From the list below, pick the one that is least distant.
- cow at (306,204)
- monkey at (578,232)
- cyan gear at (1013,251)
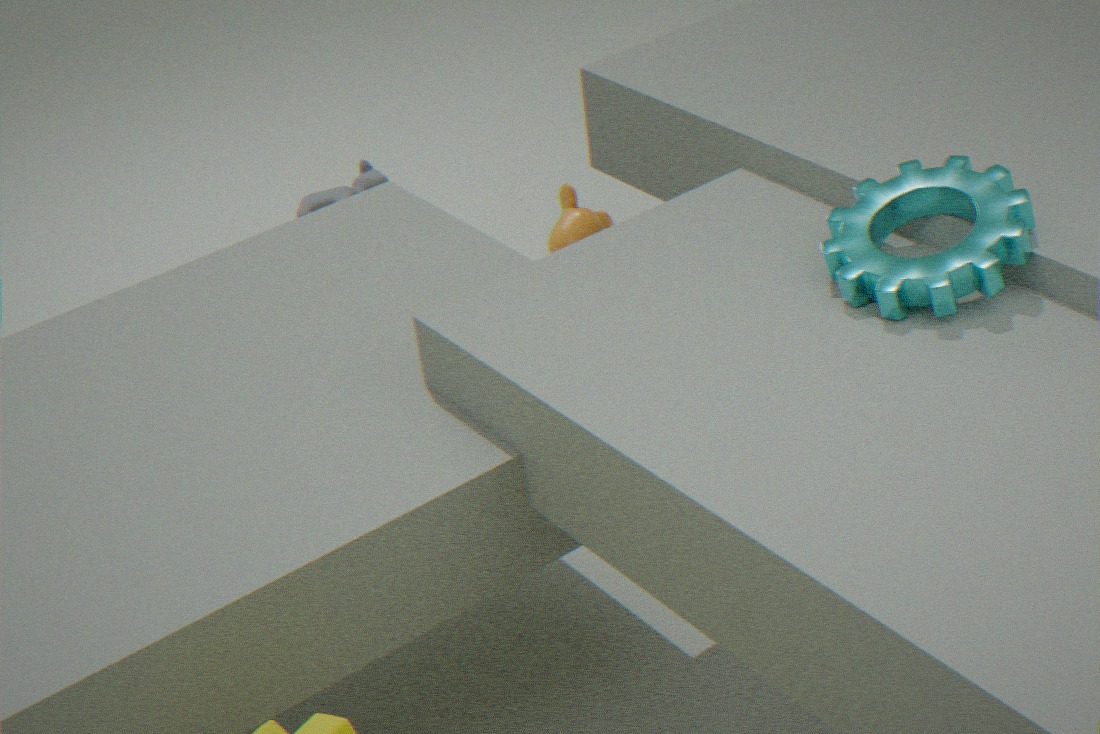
cyan gear at (1013,251)
